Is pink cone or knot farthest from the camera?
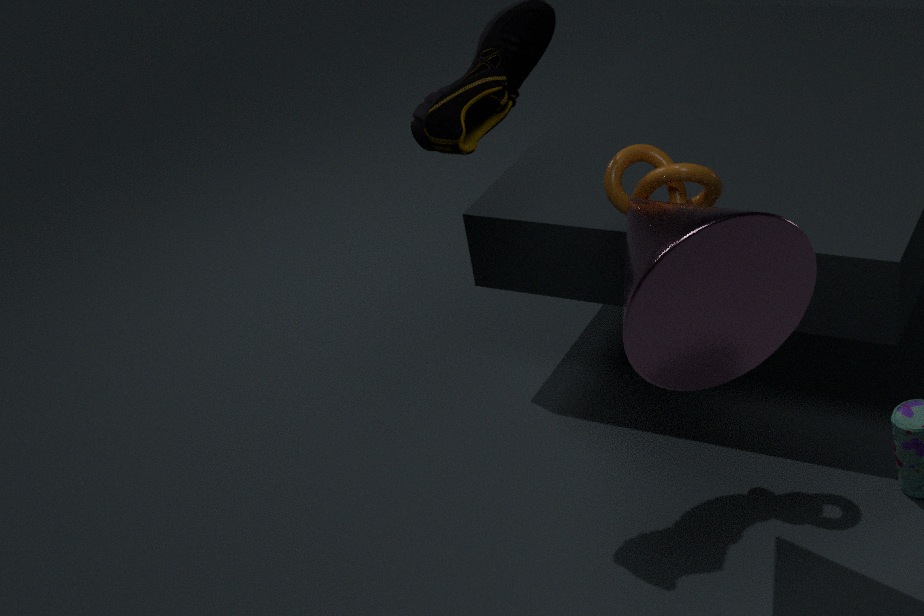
knot
